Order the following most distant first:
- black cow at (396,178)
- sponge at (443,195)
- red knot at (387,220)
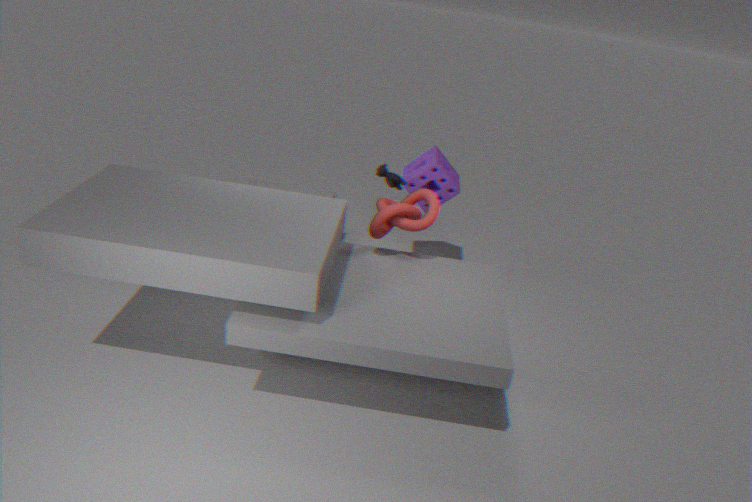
sponge at (443,195) → black cow at (396,178) → red knot at (387,220)
